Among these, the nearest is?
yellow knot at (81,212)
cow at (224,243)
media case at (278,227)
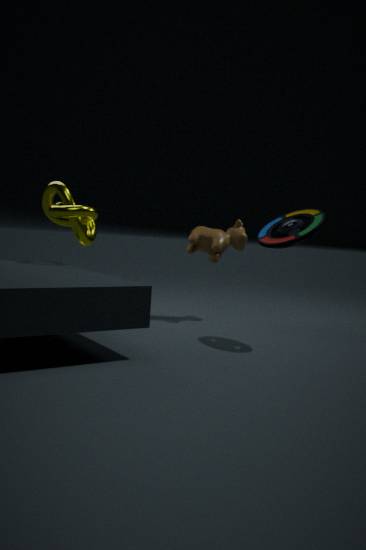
media case at (278,227)
